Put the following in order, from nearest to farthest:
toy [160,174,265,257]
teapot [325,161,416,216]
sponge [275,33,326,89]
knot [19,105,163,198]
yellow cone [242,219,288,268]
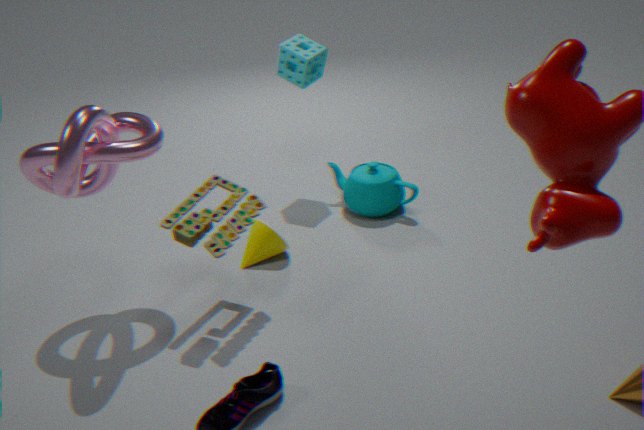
knot [19,105,163,198], toy [160,174,265,257], yellow cone [242,219,288,268], sponge [275,33,326,89], teapot [325,161,416,216]
